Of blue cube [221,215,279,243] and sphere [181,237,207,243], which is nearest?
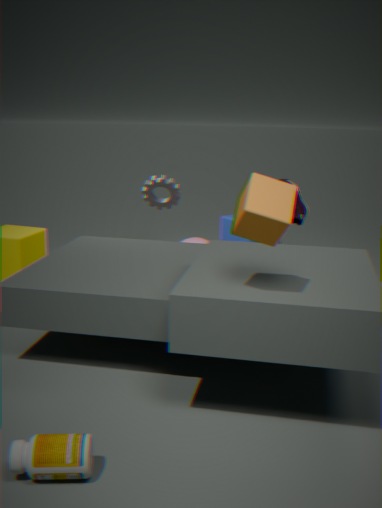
sphere [181,237,207,243]
